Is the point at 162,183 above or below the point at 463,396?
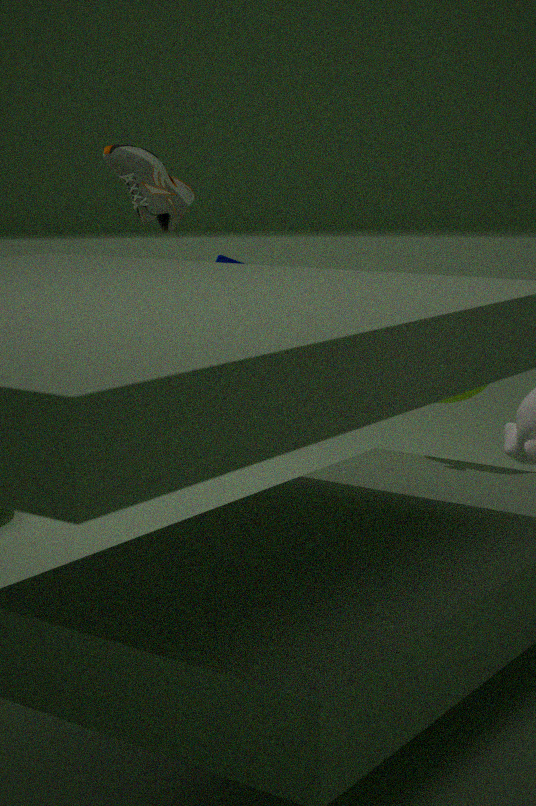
above
